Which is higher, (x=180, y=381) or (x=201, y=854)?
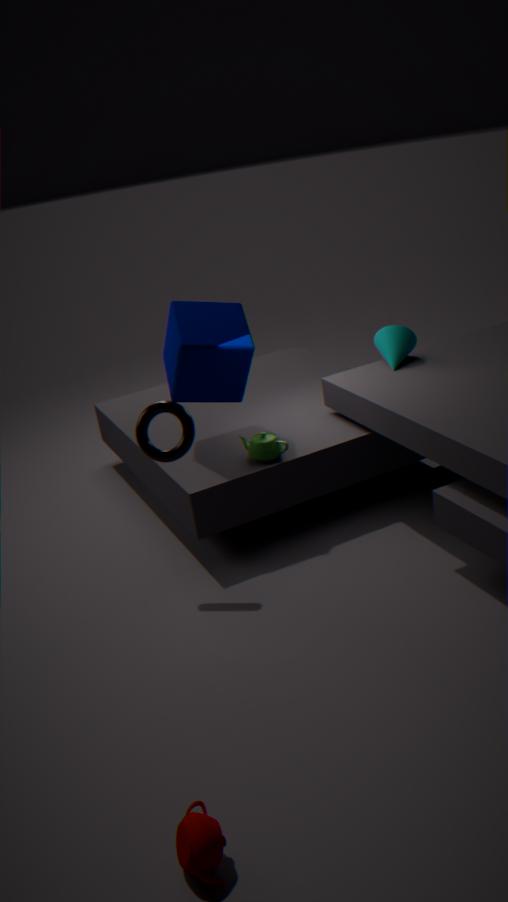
(x=180, y=381)
